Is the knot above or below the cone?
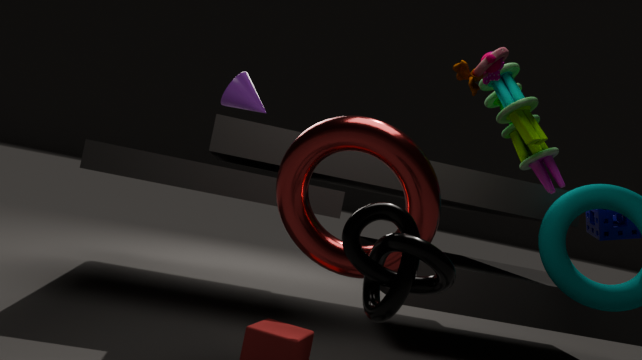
below
